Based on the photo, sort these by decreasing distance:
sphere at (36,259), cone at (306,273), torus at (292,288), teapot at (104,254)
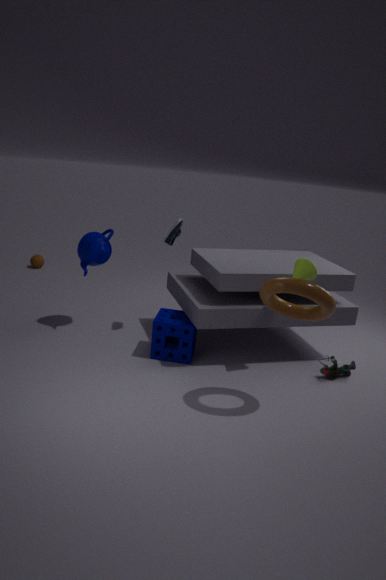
sphere at (36,259)
teapot at (104,254)
cone at (306,273)
torus at (292,288)
